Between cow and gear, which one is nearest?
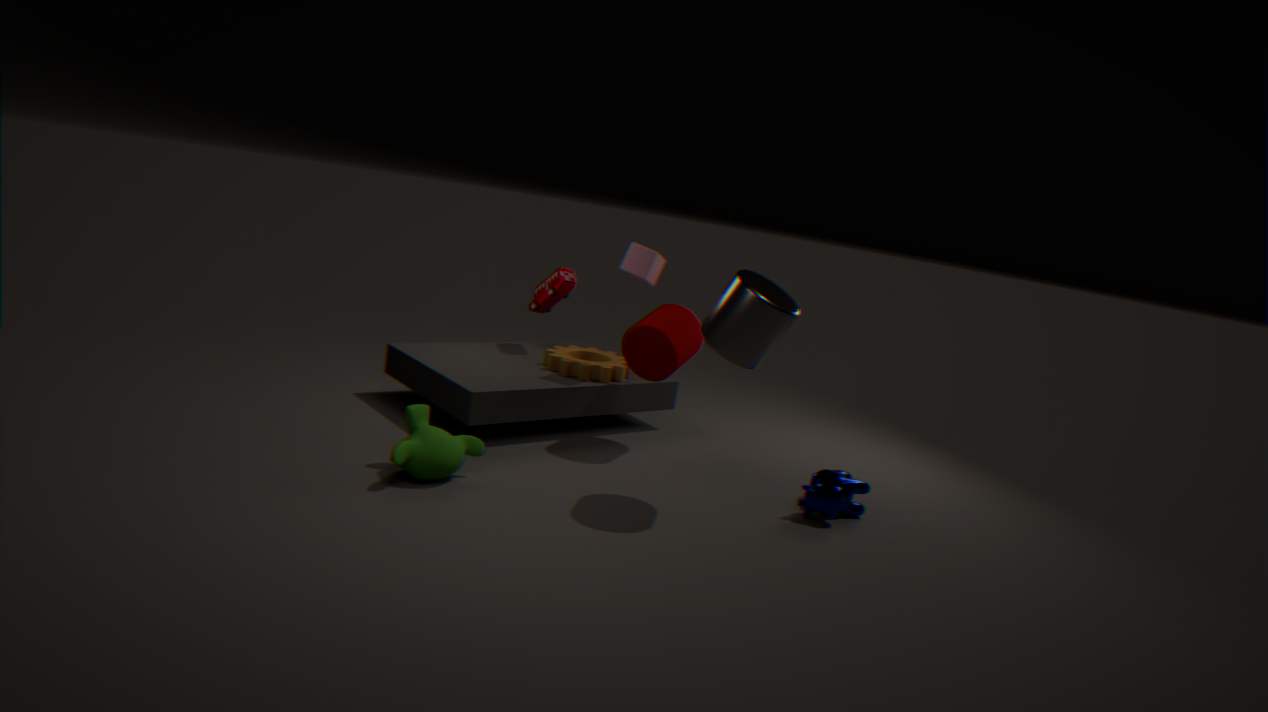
cow
